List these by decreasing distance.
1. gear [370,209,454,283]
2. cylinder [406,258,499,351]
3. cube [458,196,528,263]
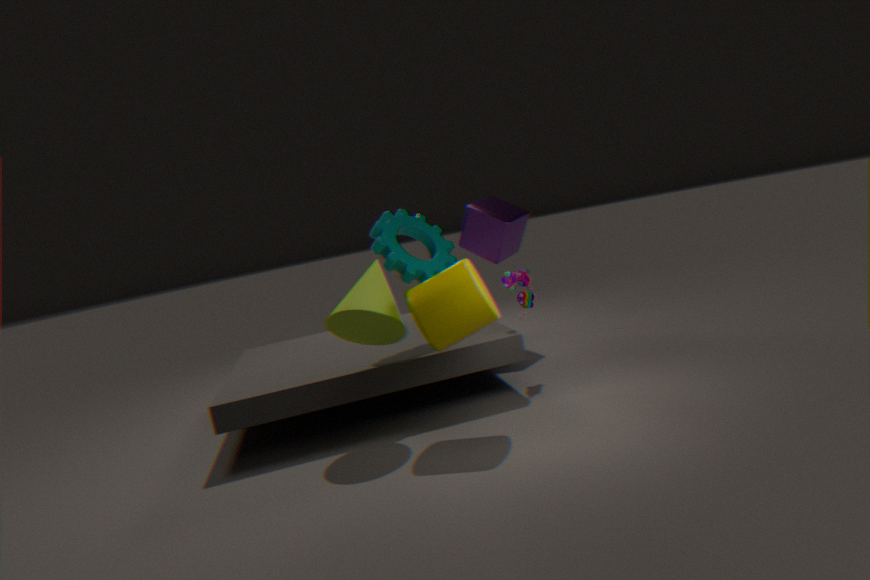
cube [458,196,528,263], gear [370,209,454,283], cylinder [406,258,499,351]
